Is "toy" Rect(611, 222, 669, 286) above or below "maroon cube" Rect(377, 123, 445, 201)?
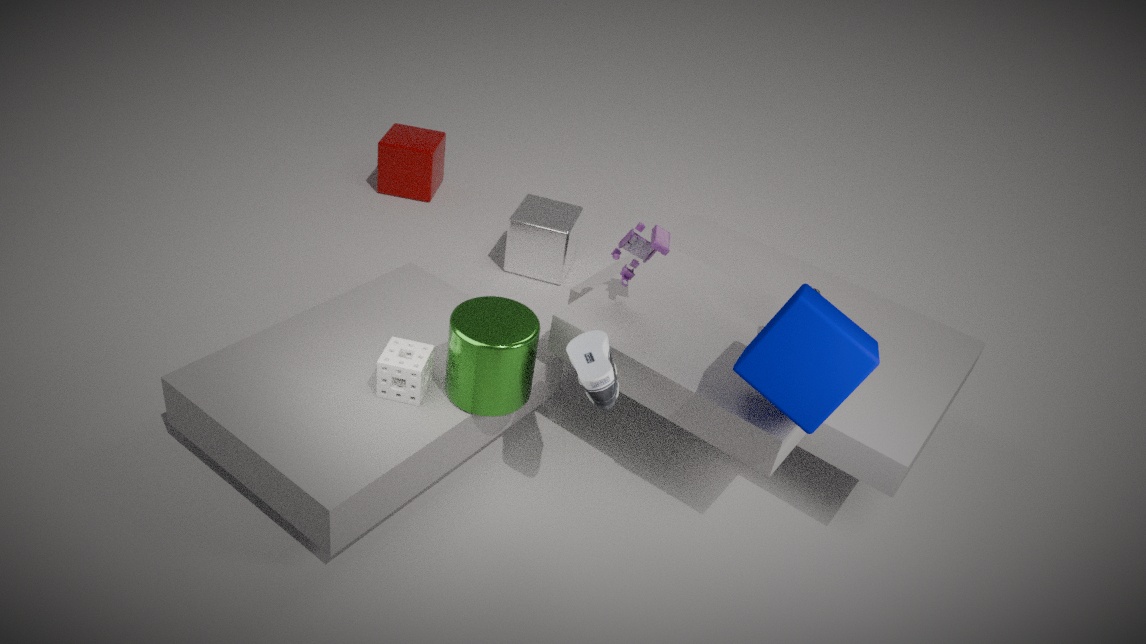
above
